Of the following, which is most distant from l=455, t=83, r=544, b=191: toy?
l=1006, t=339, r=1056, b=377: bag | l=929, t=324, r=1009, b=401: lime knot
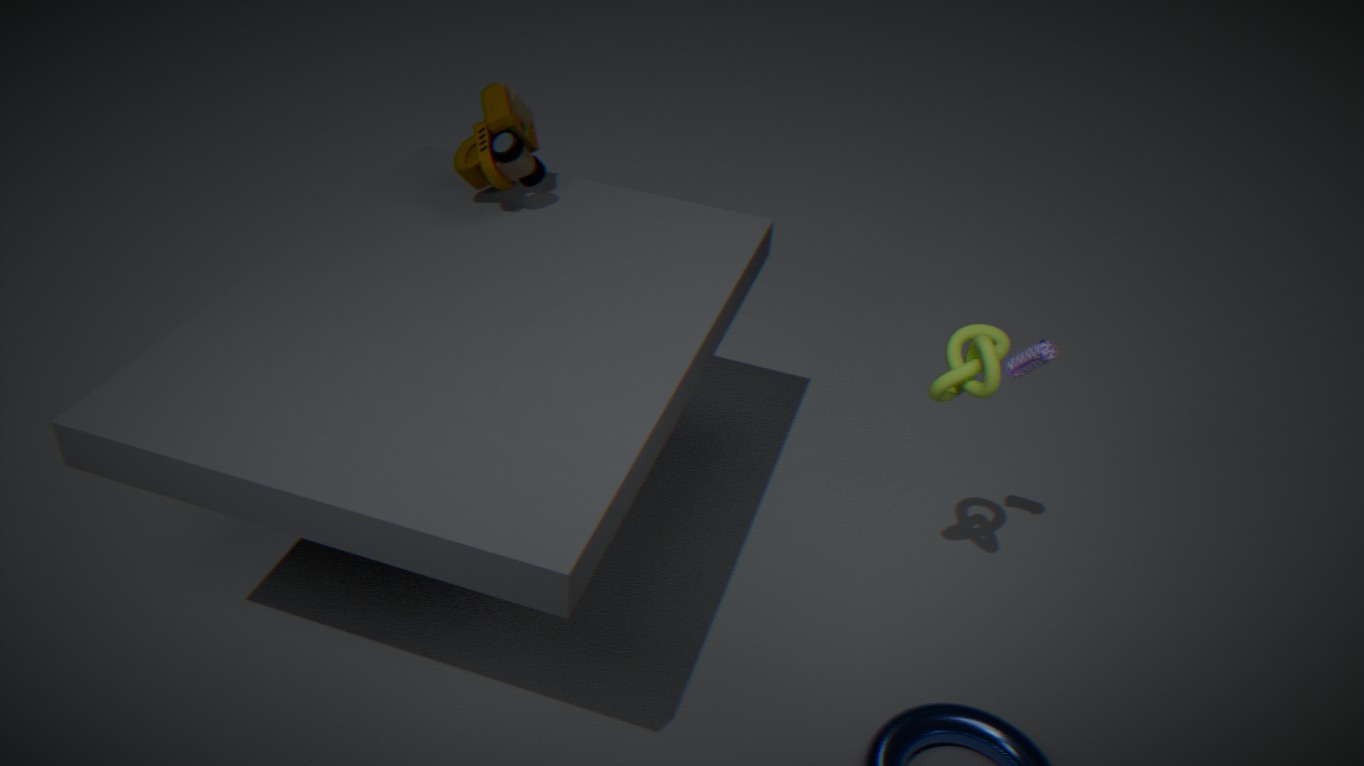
l=1006, t=339, r=1056, b=377: bag
